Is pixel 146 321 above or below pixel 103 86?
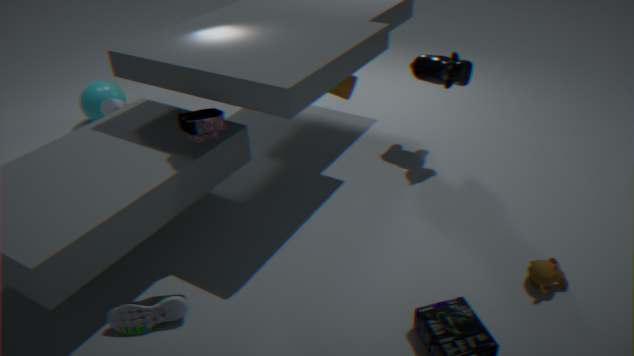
below
